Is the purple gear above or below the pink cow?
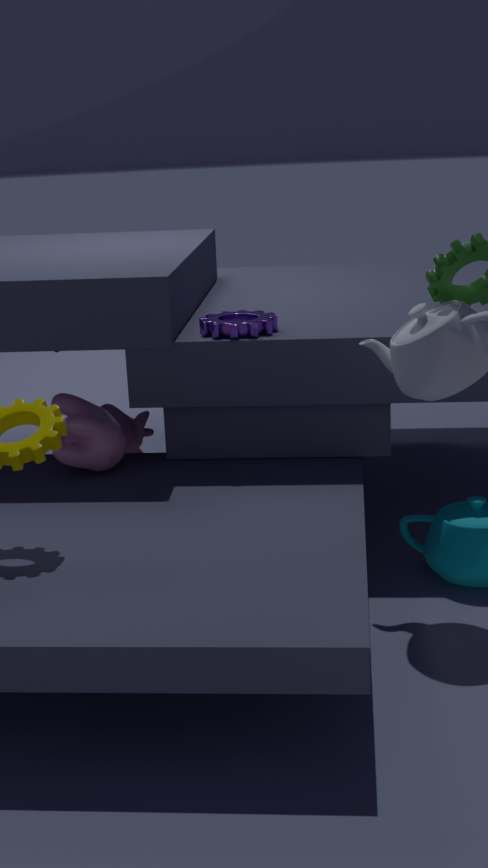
above
